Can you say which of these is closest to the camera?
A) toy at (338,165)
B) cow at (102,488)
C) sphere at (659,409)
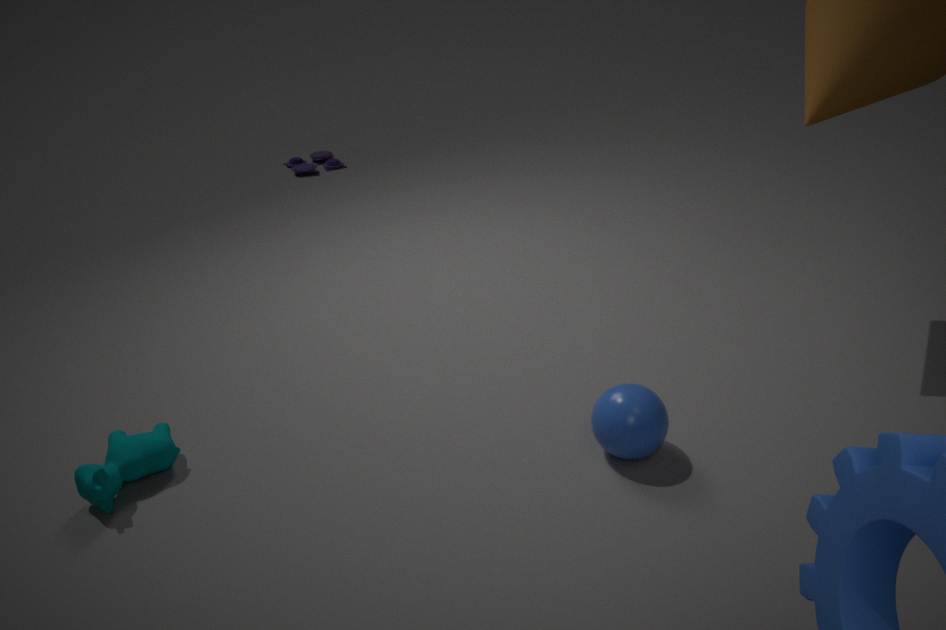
cow at (102,488)
